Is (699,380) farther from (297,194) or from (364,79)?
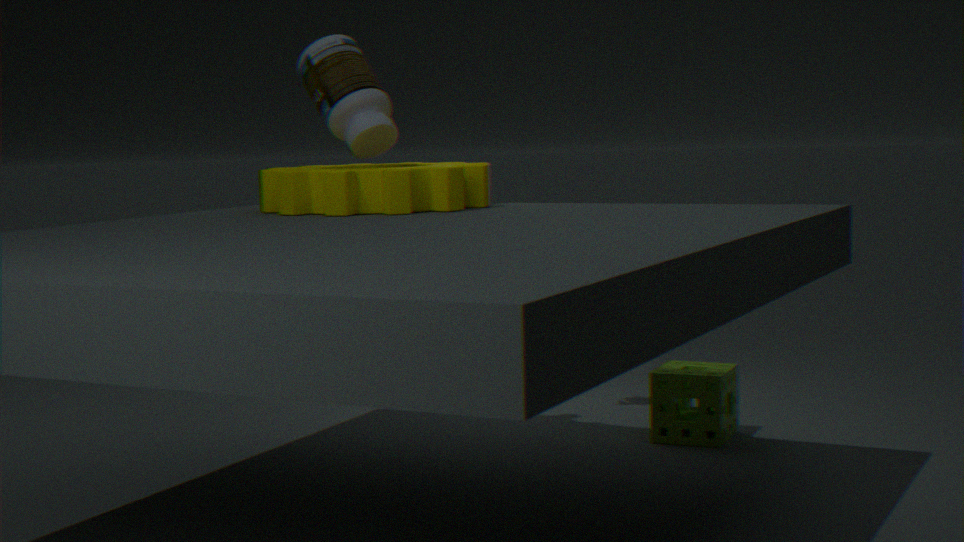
(364,79)
